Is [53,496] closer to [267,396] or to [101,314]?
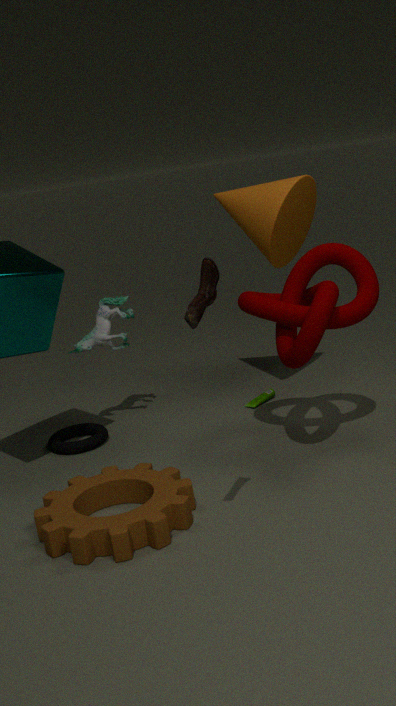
[101,314]
